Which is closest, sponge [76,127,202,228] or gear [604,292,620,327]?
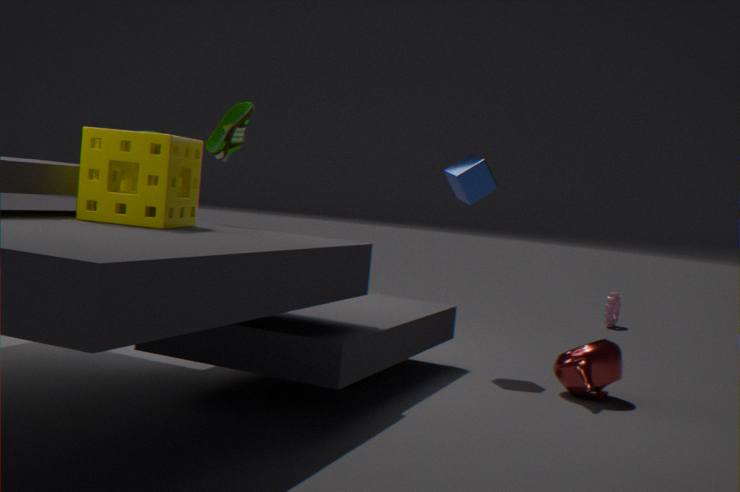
A: sponge [76,127,202,228]
